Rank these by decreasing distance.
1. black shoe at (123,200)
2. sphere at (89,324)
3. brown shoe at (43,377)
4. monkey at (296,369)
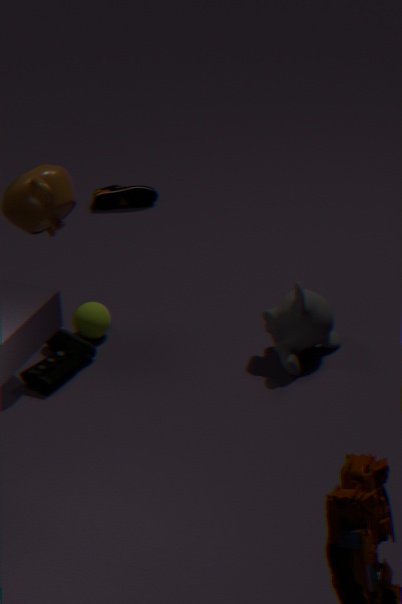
black shoe at (123,200), sphere at (89,324), monkey at (296,369), brown shoe at (43,377)
